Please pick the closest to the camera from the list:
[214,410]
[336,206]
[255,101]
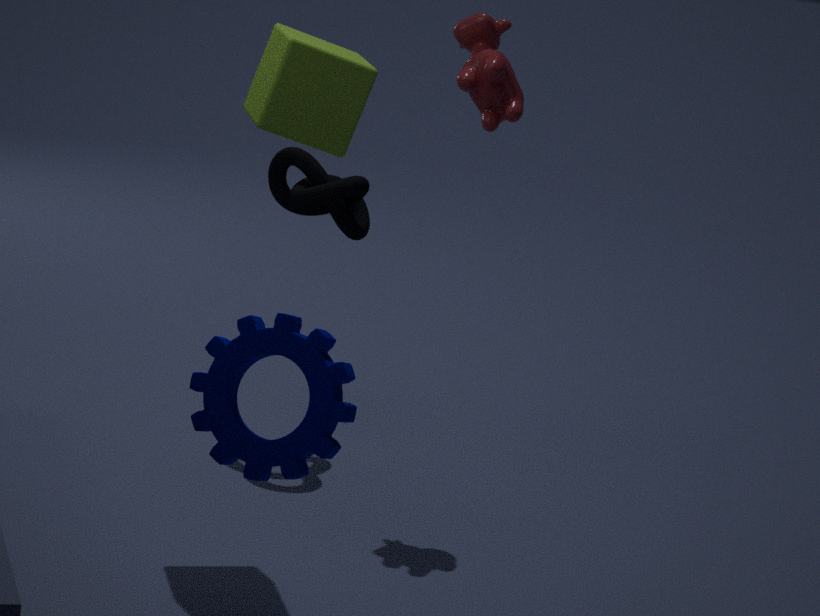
[214,410]
